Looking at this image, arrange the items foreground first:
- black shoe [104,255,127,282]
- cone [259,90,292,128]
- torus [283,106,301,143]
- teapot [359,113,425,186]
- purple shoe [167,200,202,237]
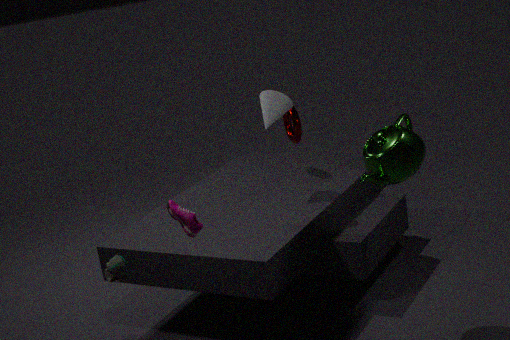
purple shoe [167,200,202,237]
teapot [359,113,425,186]
black shoe [104,255,127,282]
cone [259,90,292,128]
torus [283,106,301,143]
